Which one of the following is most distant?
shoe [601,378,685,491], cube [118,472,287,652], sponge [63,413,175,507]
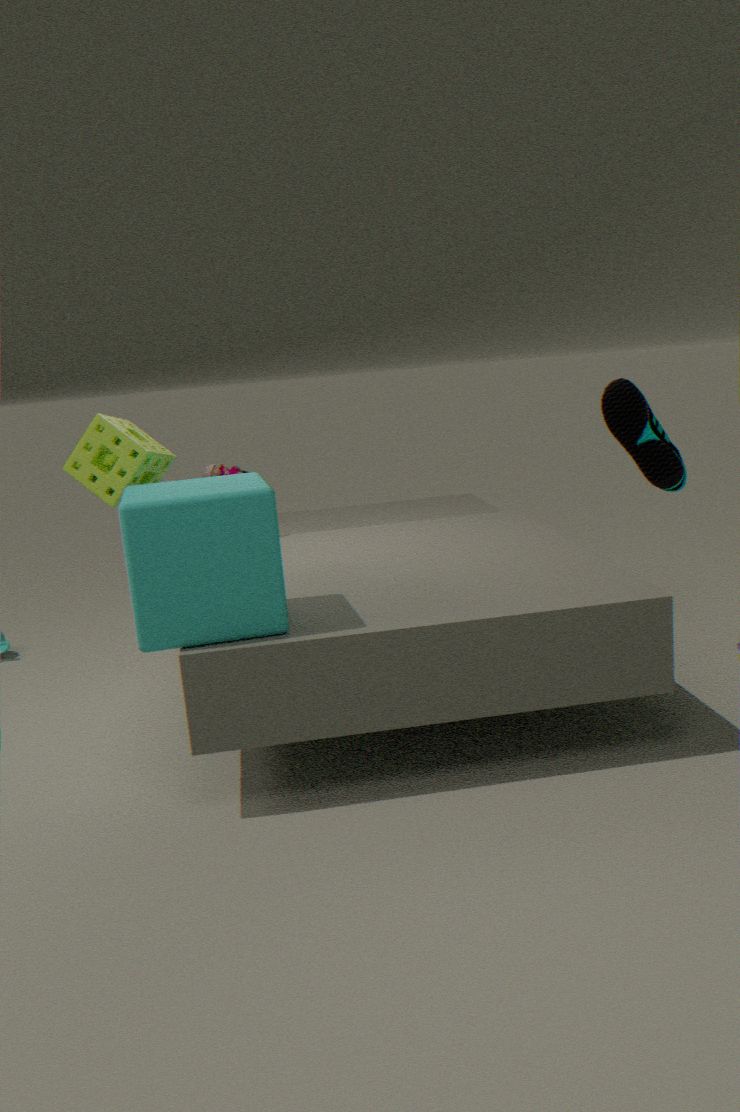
shoe [601,378,685,491]
